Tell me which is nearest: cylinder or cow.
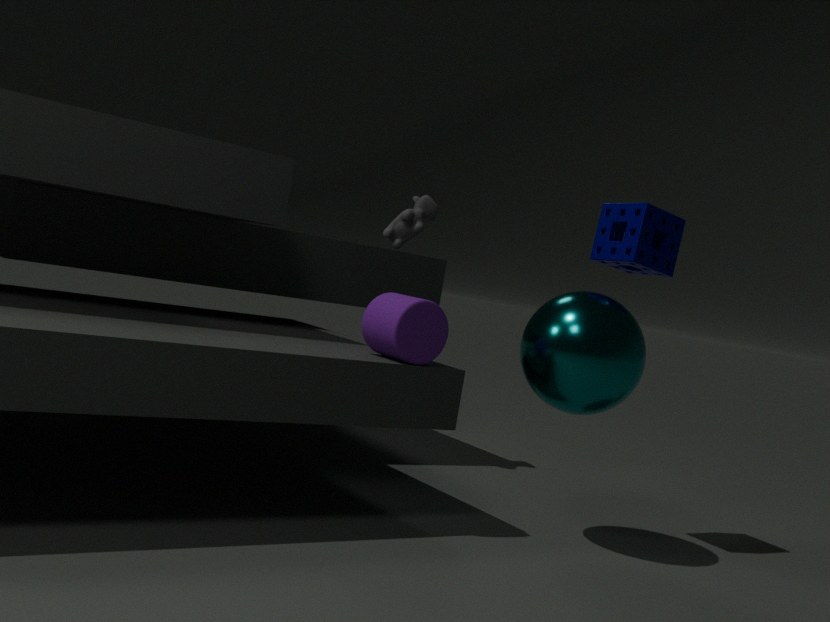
cylinder
